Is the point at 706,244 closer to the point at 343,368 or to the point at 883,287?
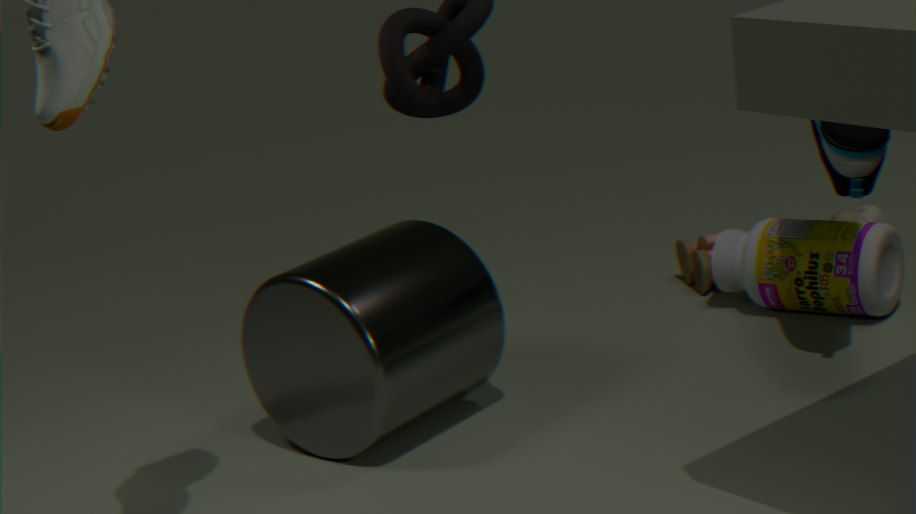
the point at 883,287
